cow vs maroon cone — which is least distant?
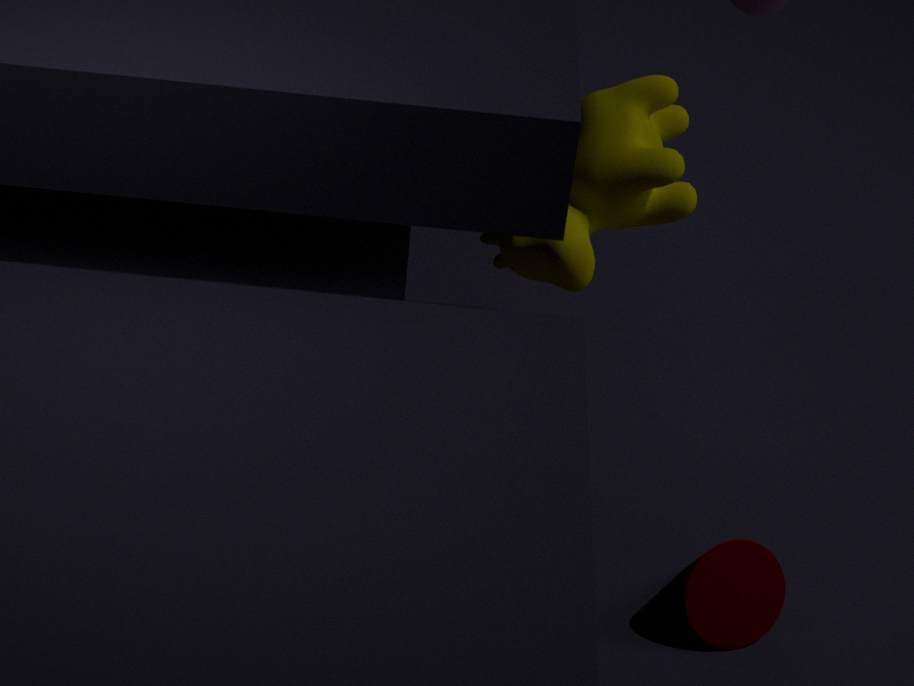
maroon cone
